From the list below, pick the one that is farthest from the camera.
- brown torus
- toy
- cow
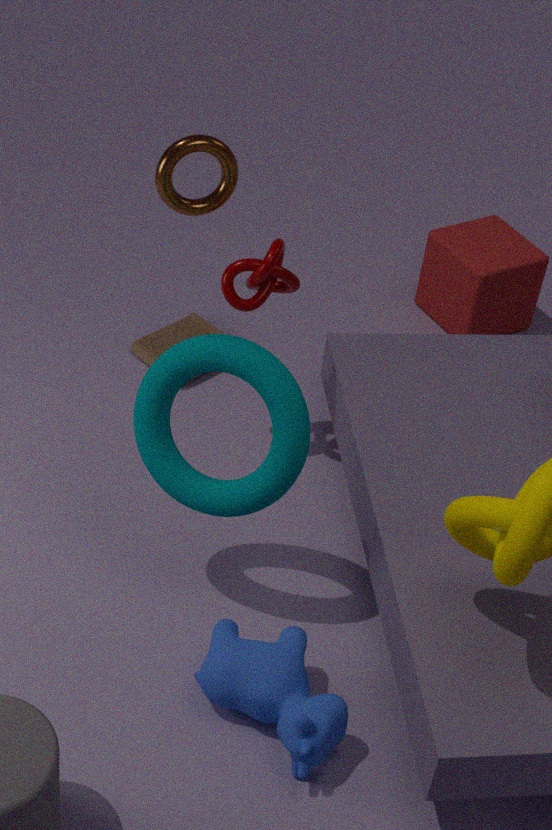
toy
